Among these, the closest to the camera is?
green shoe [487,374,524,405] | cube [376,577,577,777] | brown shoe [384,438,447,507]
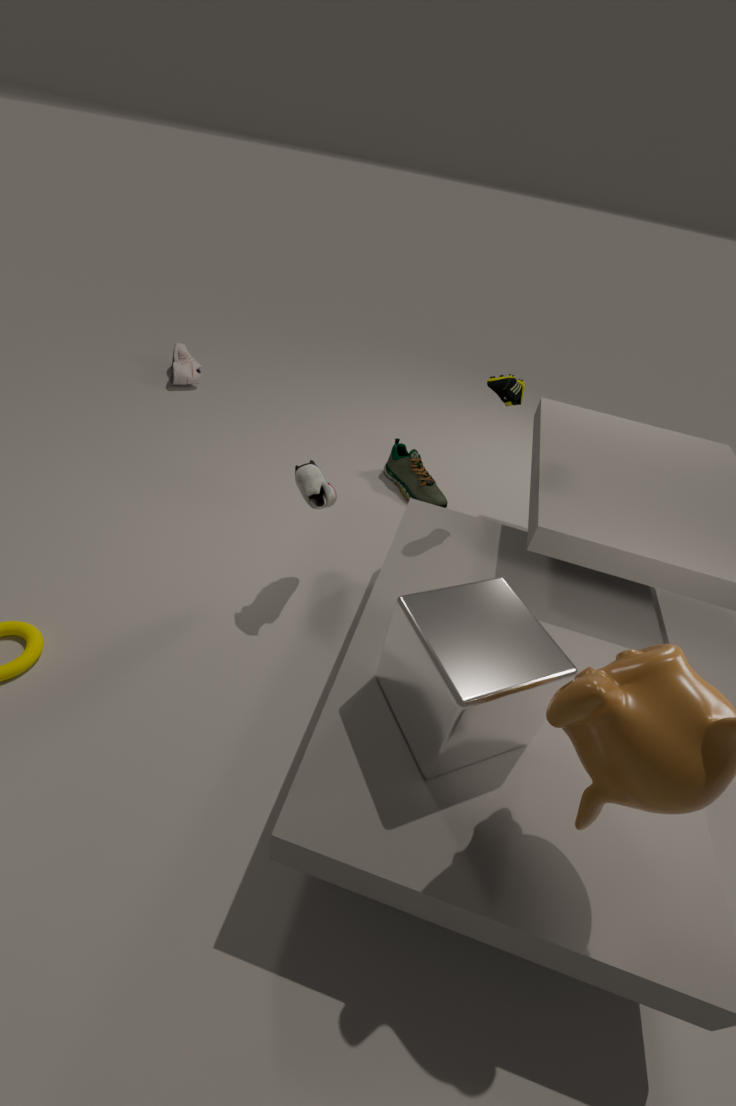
cube [376,577,577,777]
